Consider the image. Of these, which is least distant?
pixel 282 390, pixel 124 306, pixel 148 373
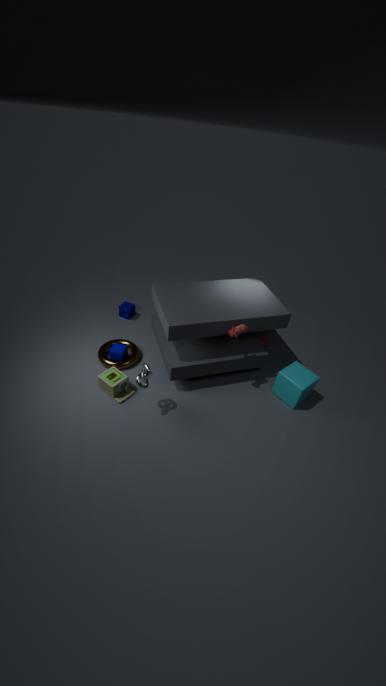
pixel 148 373
